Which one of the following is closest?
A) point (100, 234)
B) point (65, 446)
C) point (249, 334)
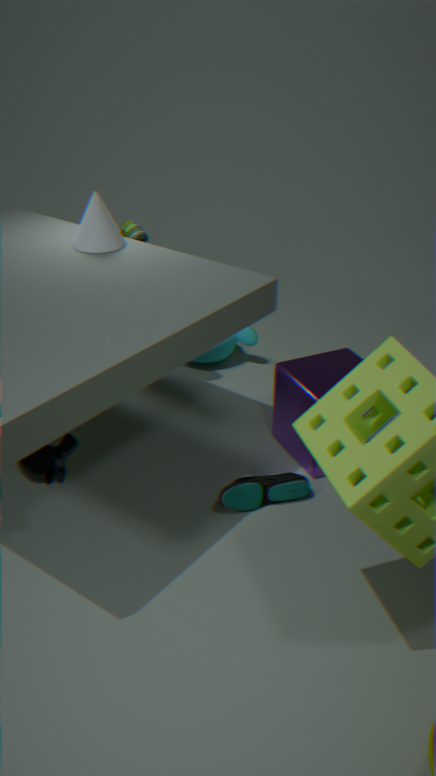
point (65, 446)
